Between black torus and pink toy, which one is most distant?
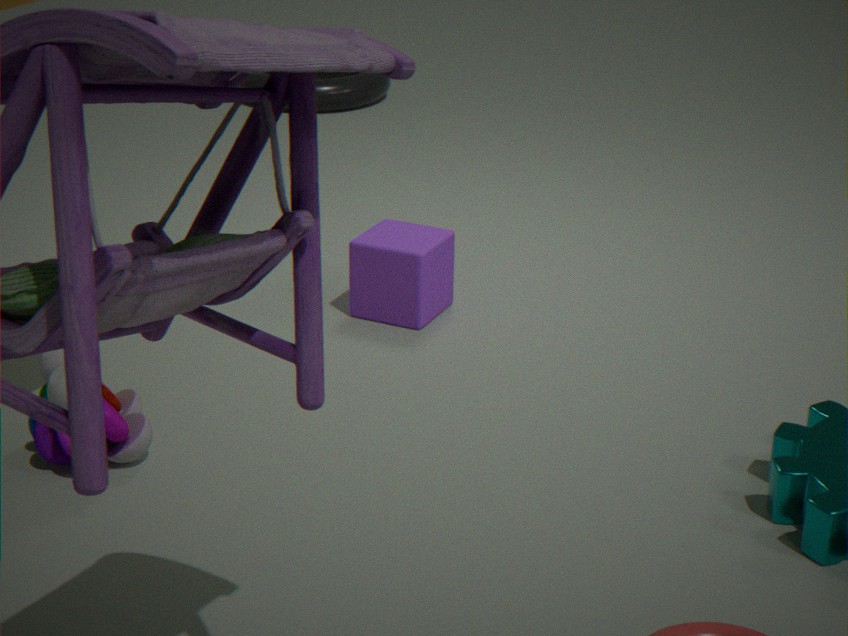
black torus
